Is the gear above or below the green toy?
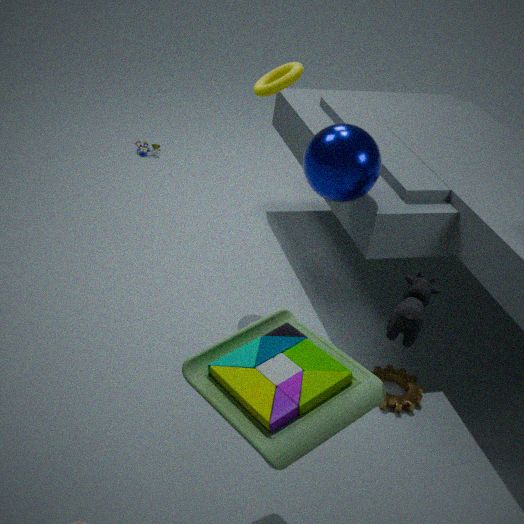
below
